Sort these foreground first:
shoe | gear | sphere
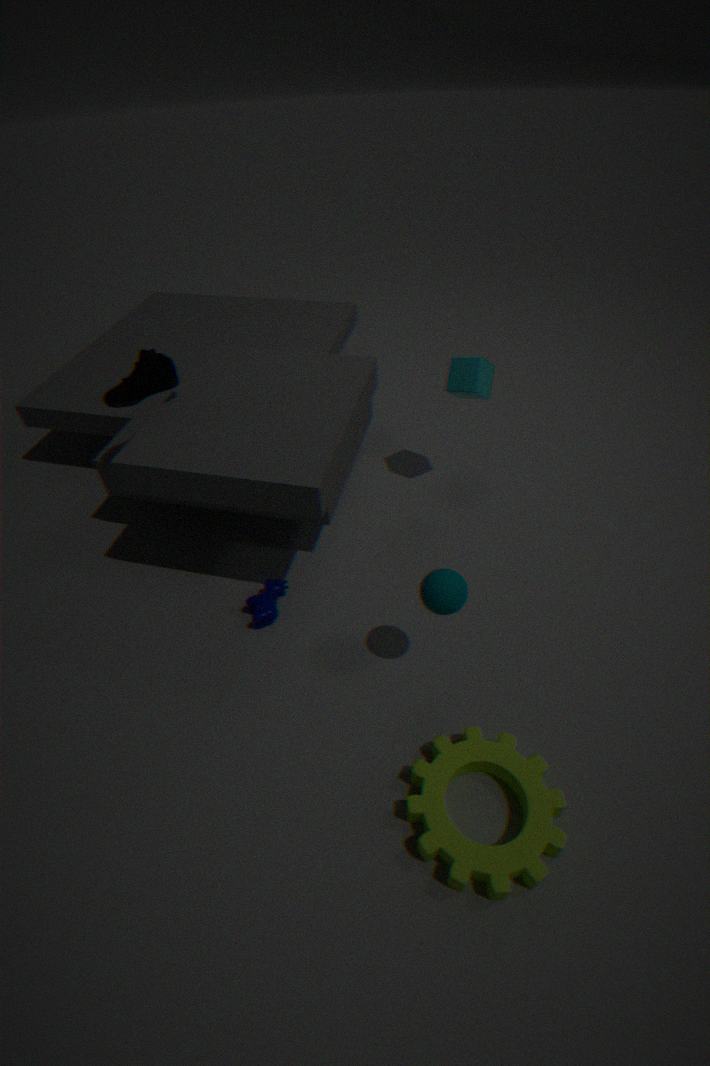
gear → sphere → shoe
